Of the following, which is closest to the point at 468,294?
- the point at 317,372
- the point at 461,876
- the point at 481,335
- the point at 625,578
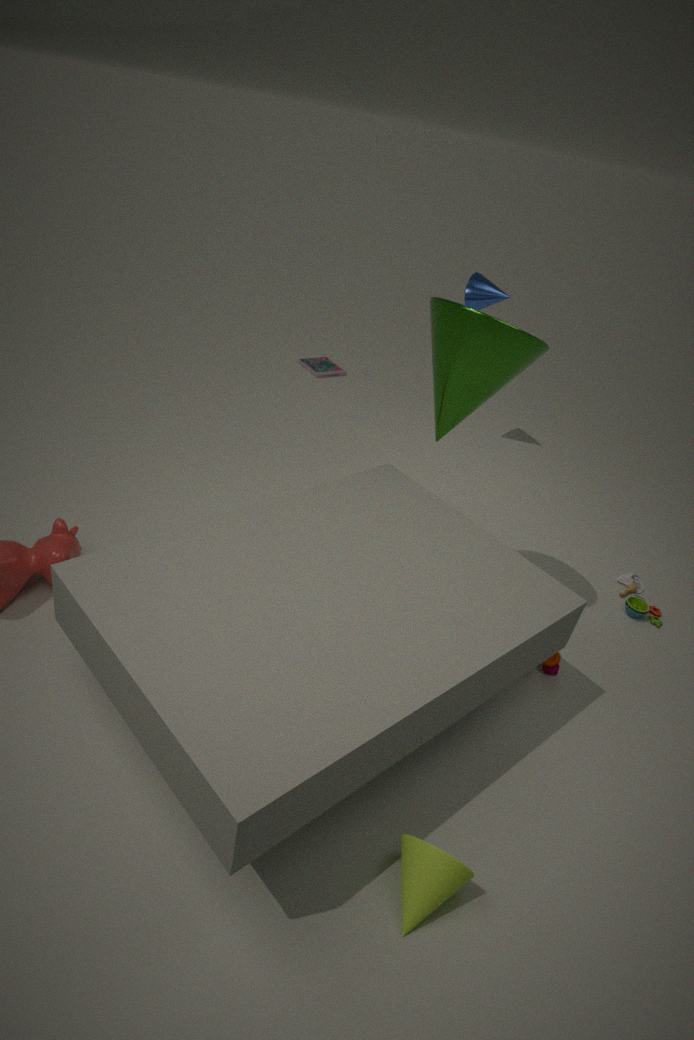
the point at 317,372
